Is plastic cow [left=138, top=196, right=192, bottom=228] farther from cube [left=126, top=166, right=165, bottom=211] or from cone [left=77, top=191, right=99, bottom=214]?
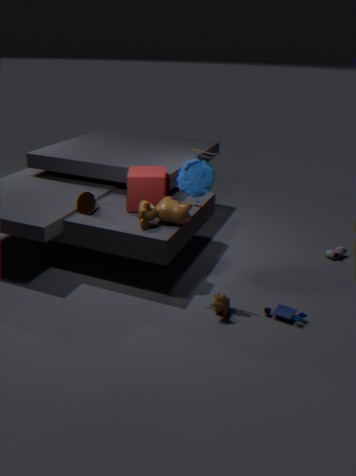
A: cone [left=77, top=191, right=99, bottom=214]
